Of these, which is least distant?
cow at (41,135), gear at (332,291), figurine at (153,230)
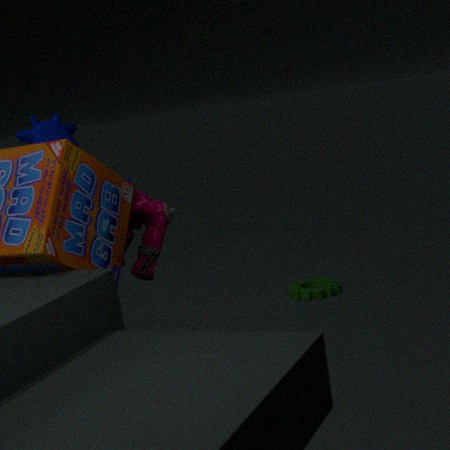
figurine at (153,230)
